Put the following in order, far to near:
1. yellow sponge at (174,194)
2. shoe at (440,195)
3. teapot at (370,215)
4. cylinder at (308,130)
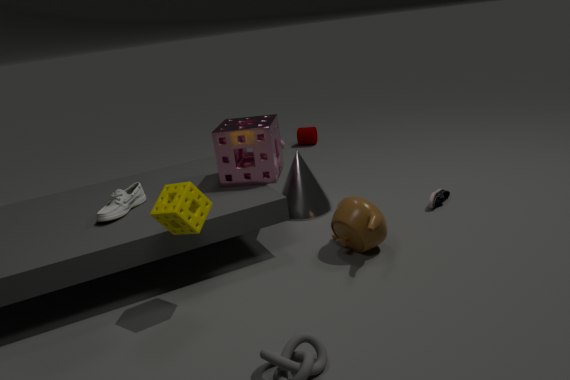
cylinder at (308,130) < shoe at (440,195) < teapot at (370,215) < yellow sponge at (174,194)
